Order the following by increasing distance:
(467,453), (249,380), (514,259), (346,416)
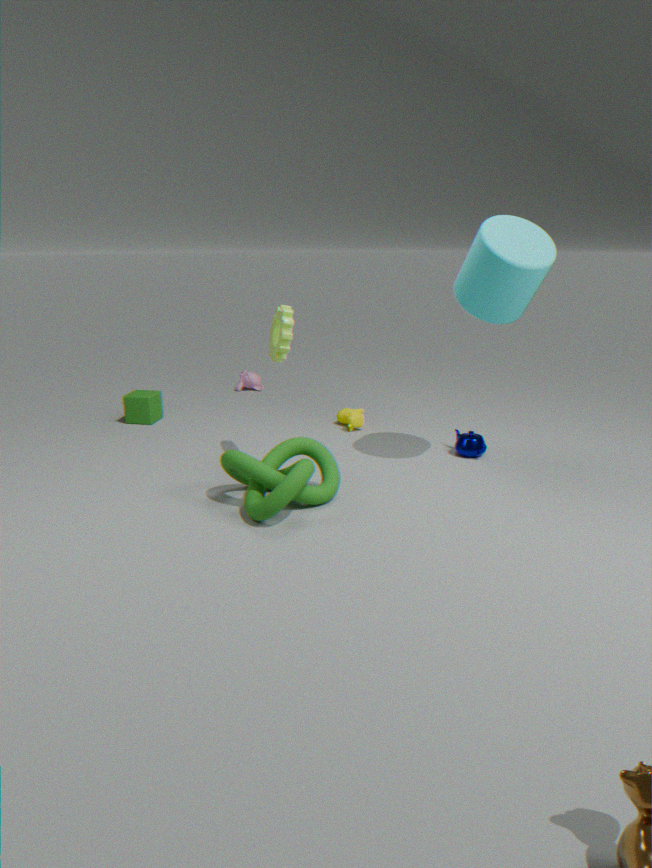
(514,259)
(467,453)
(346,416)
(249,380)
